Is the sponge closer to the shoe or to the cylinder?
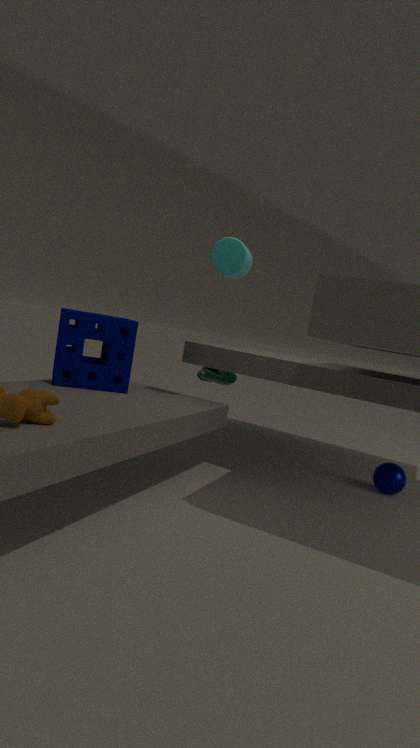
the cylinder
